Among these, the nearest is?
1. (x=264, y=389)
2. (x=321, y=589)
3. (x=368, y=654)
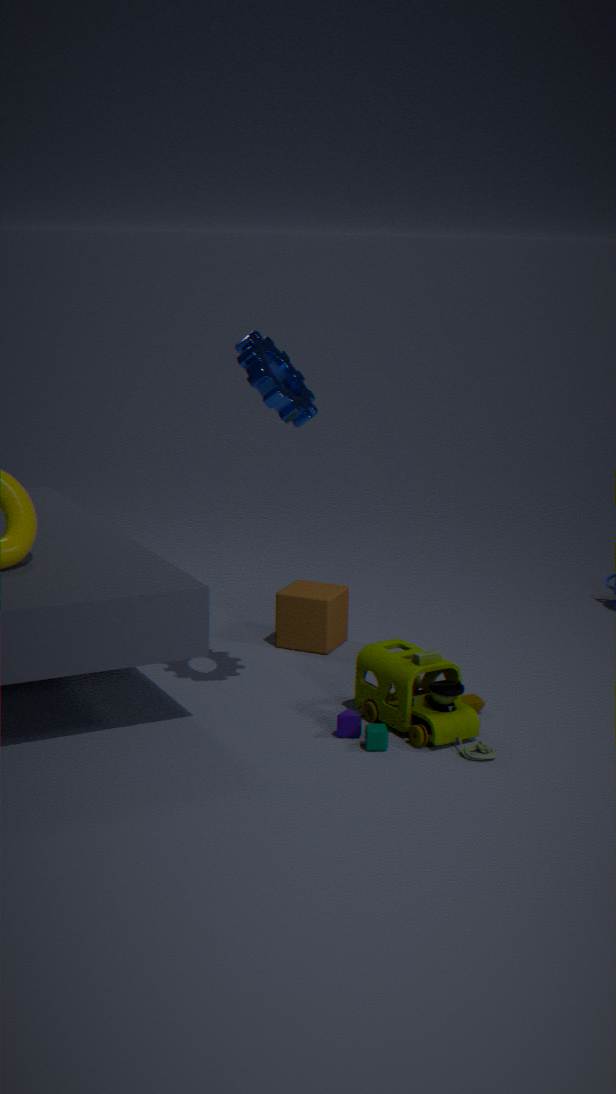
(x=264, y=389)
